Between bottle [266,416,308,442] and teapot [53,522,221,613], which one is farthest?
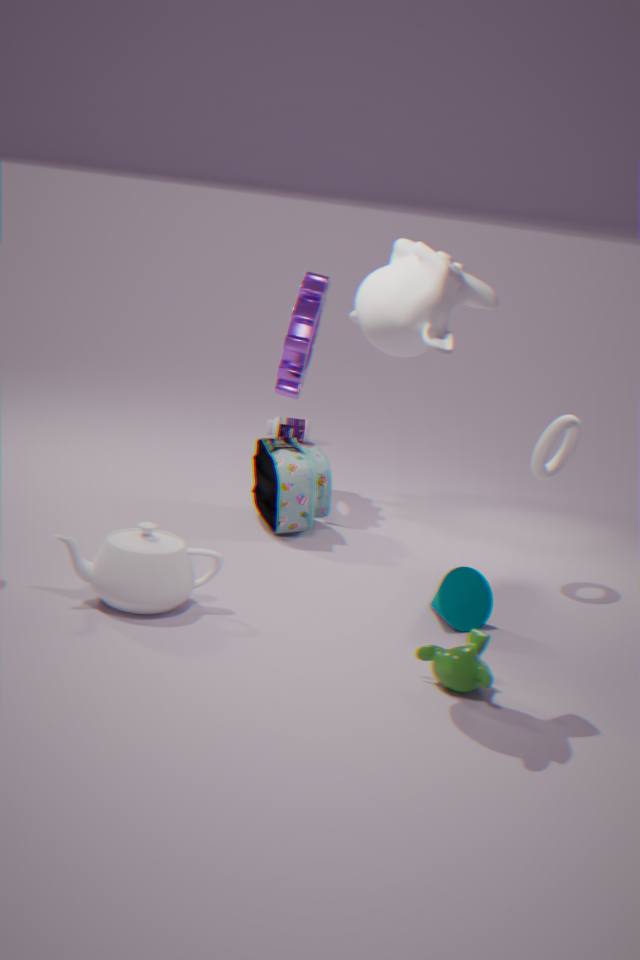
bottle [266,416,308,442]
